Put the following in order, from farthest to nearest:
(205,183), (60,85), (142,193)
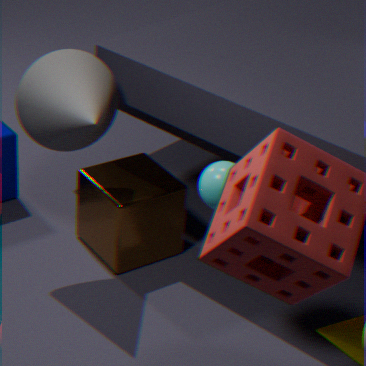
(142,193) < (60,85) < (205,183)
